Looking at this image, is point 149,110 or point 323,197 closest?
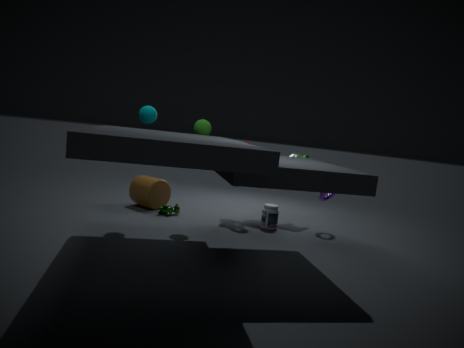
point 149,110
